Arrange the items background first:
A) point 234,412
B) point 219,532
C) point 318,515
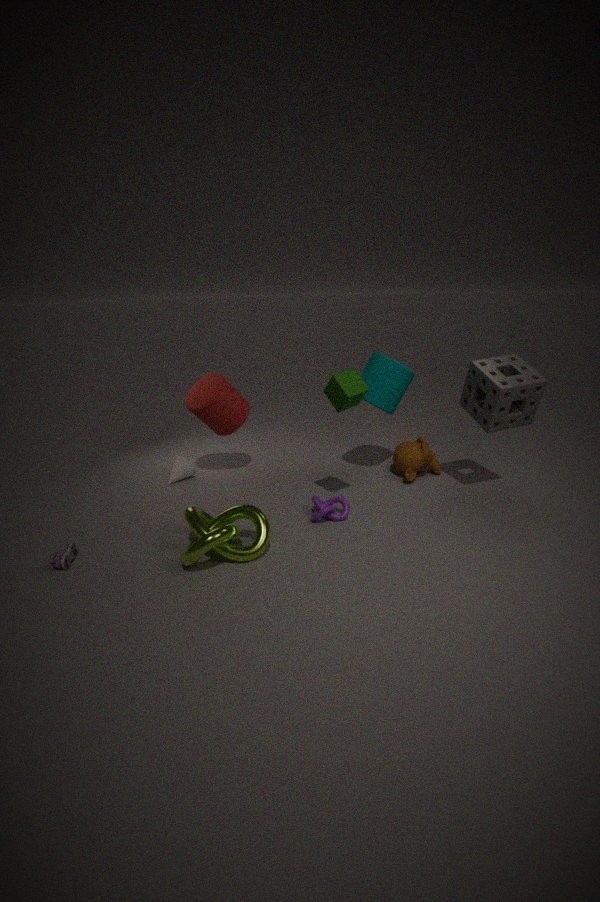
point 234,412 → point 318,515 → point 219,532
